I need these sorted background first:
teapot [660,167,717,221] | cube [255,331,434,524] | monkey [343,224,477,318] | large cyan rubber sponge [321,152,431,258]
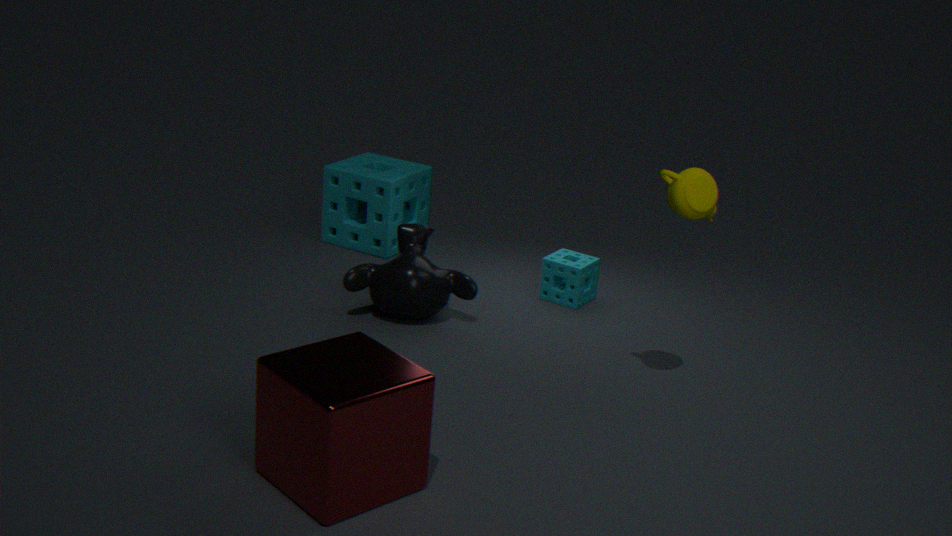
large cyan rubber sponge [321,152,431,258] < monkey [343,224,477,318] < teapot [660,167,717,221] < cube [255,331,434,524]
